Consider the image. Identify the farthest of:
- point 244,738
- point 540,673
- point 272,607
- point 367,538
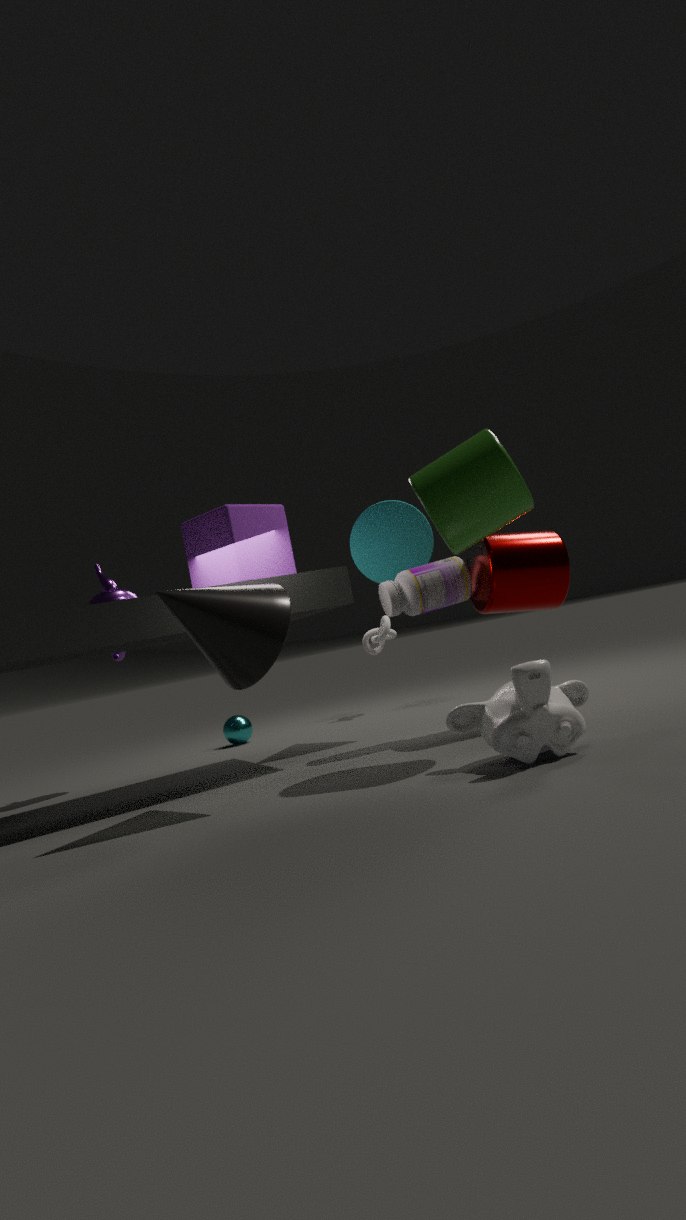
point 244,738
